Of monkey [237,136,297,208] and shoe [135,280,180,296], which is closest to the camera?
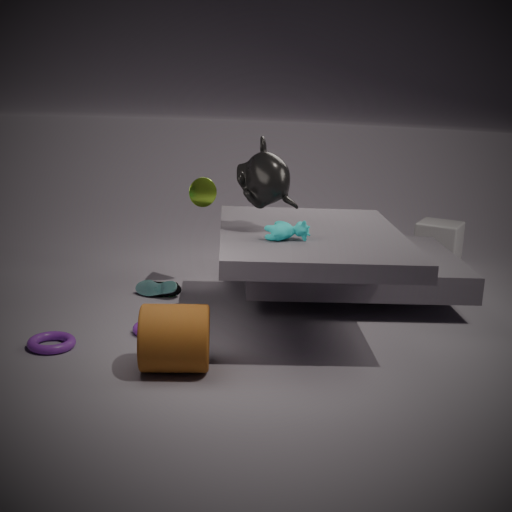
monkey [237,136,297,208]
